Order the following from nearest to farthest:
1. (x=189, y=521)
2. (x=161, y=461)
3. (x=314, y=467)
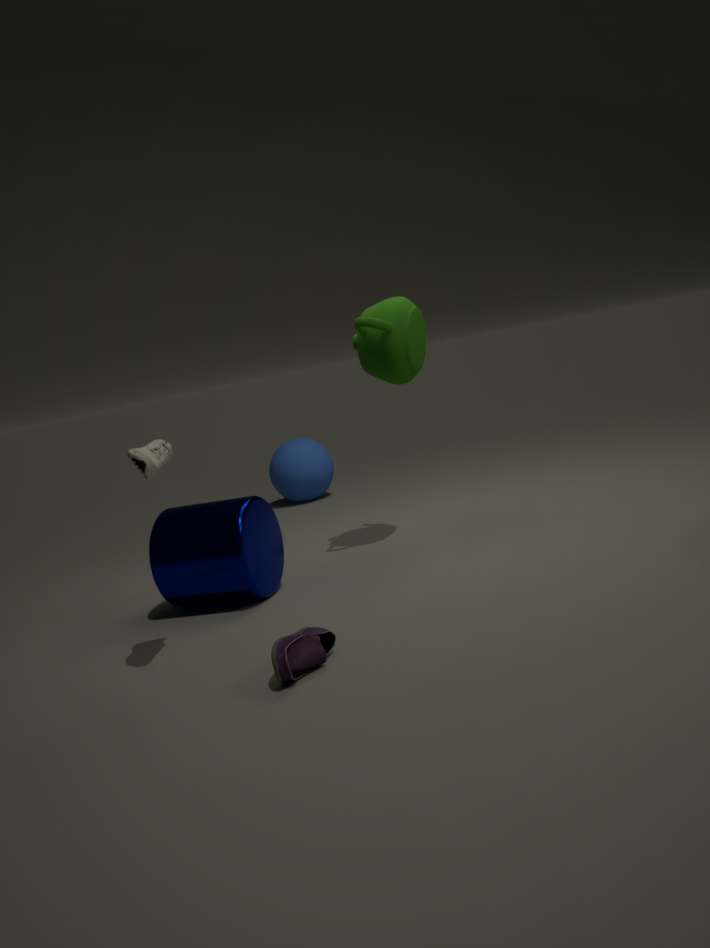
(x=161, y=461) < (x=189, y=521) < (x=314, y=467)
